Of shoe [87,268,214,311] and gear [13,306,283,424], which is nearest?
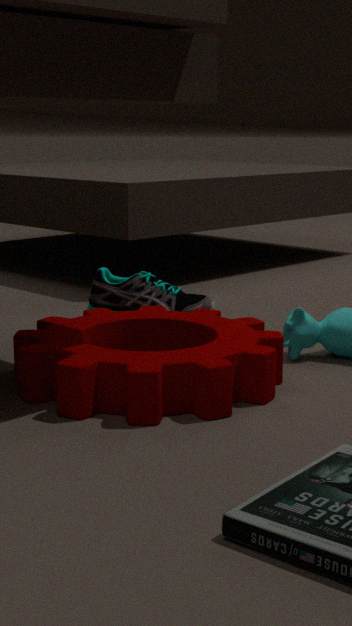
gear [13,306,283,424]
